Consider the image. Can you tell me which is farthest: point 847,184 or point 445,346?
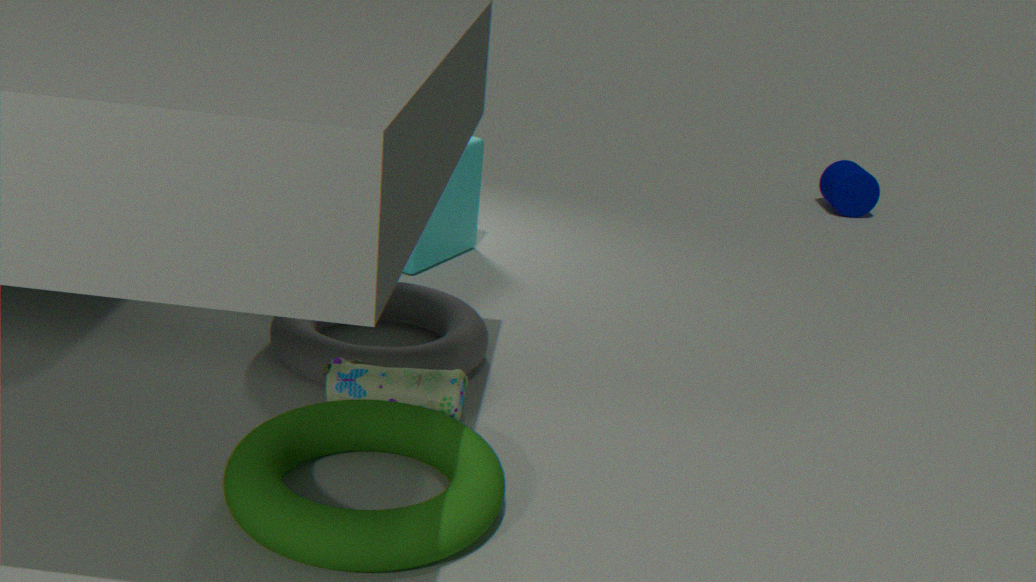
point 847,184
